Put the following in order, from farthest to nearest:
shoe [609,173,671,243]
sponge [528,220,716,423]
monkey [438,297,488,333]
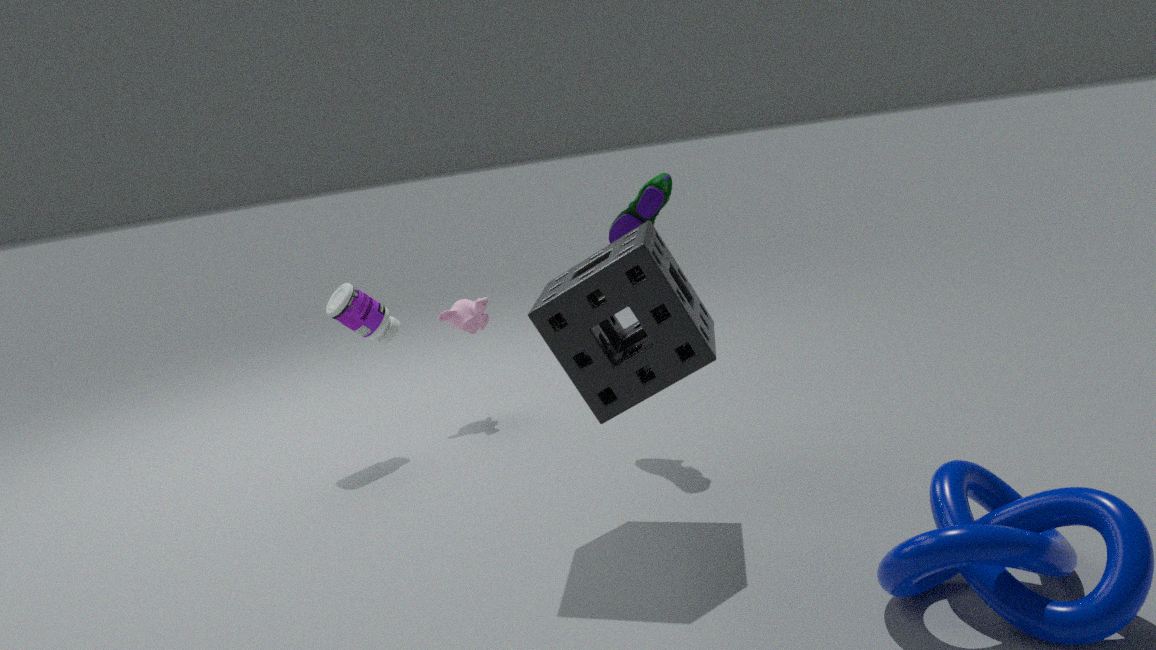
monkey [438,297,488,333] → shoe [609,173,671,243] → sponge [528,220,716,423]
